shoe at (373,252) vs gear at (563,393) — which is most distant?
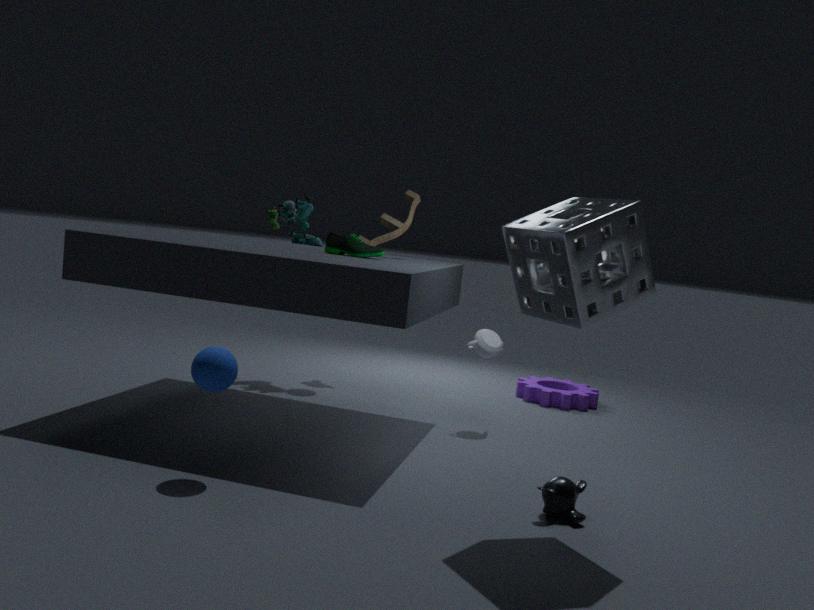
gear at (563,393)
